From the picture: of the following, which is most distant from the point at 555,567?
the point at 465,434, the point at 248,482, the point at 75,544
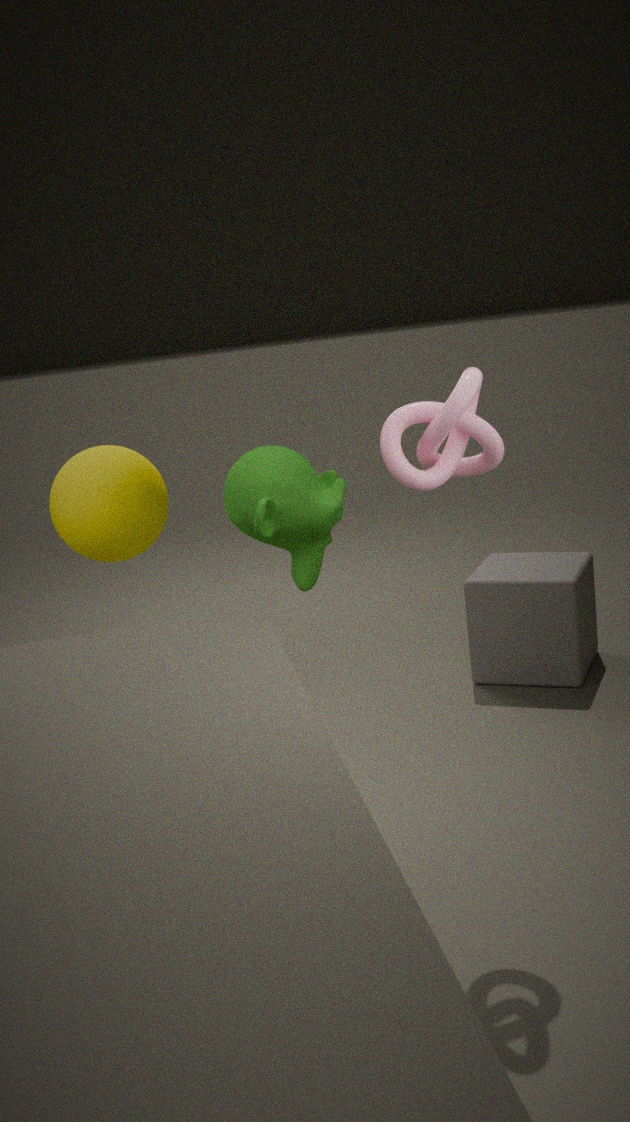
the point at 465,434
